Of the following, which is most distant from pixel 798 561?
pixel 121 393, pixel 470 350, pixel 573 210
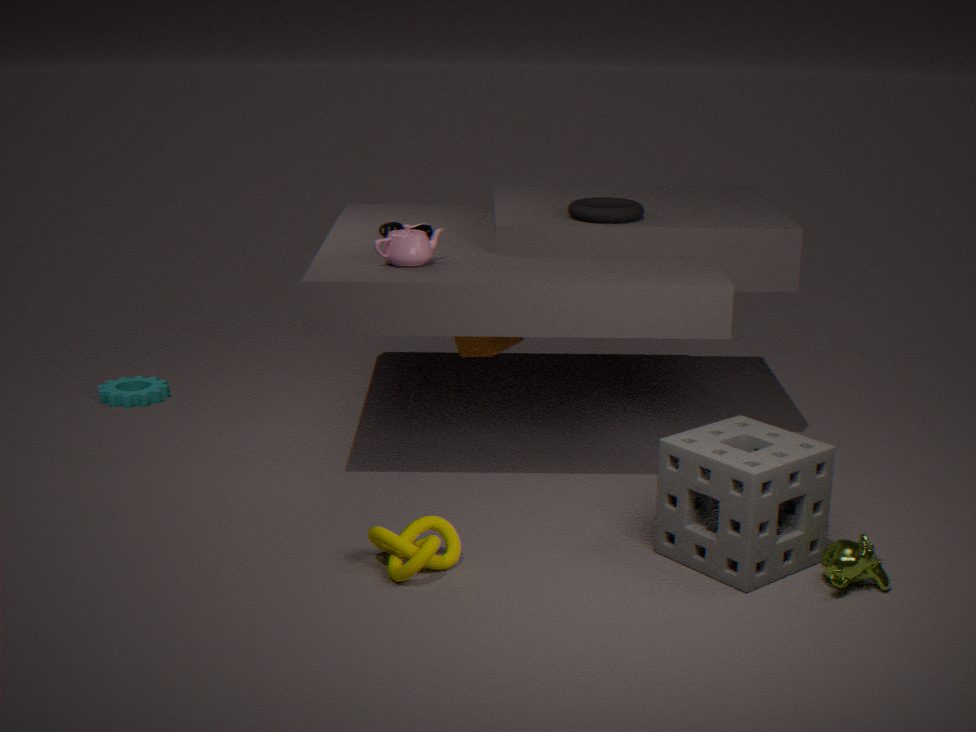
pixel 121 393
